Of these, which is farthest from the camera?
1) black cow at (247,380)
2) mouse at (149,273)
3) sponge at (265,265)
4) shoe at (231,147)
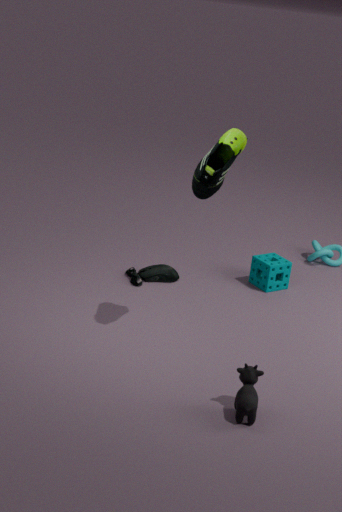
3. sponge at (265,265)
